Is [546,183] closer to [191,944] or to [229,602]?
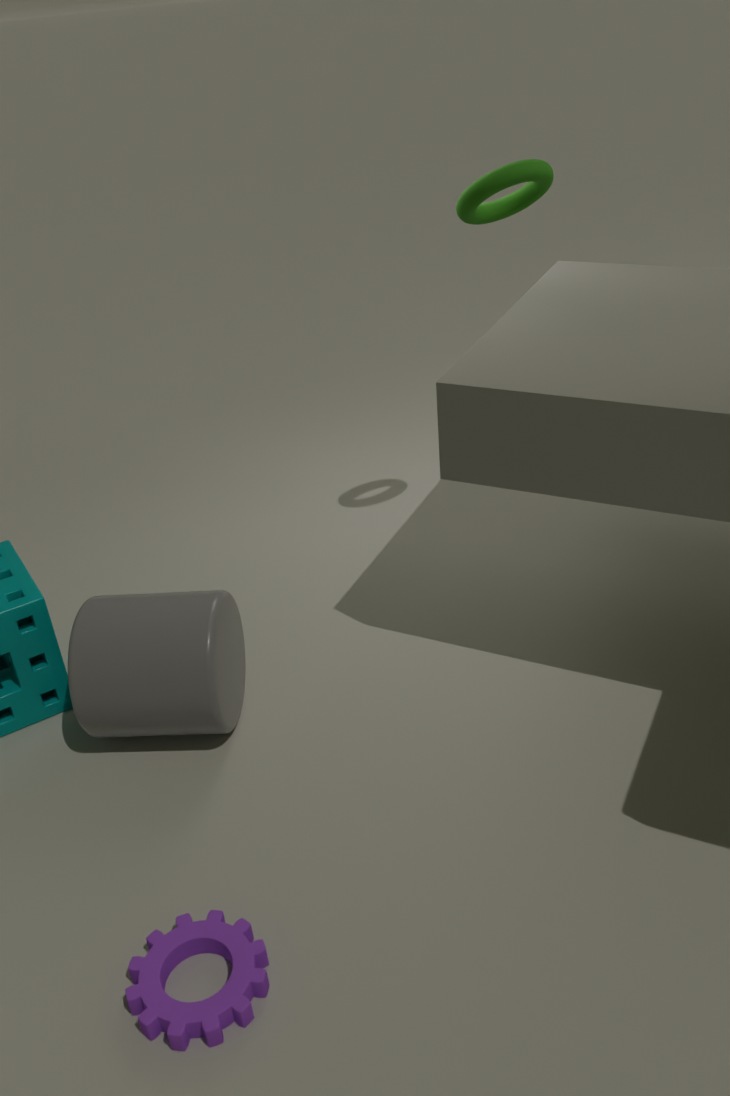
[229,602]
